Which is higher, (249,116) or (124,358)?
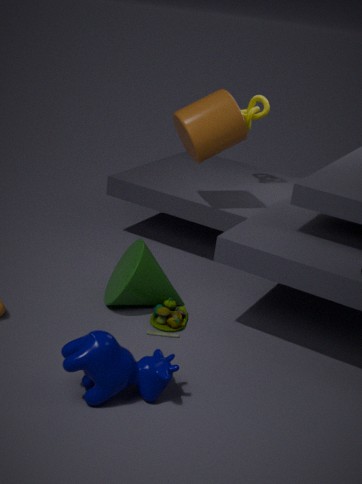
(249,116)
